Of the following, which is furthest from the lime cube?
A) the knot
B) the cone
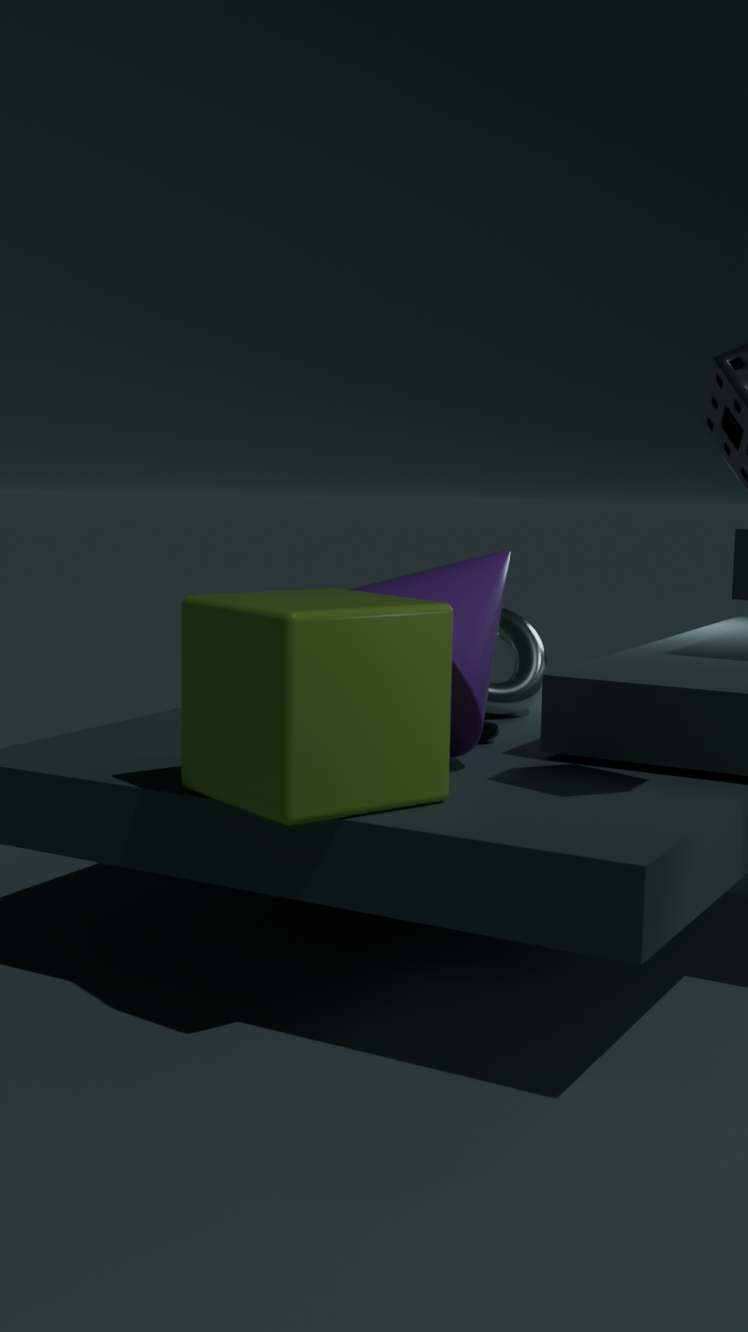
the knot
